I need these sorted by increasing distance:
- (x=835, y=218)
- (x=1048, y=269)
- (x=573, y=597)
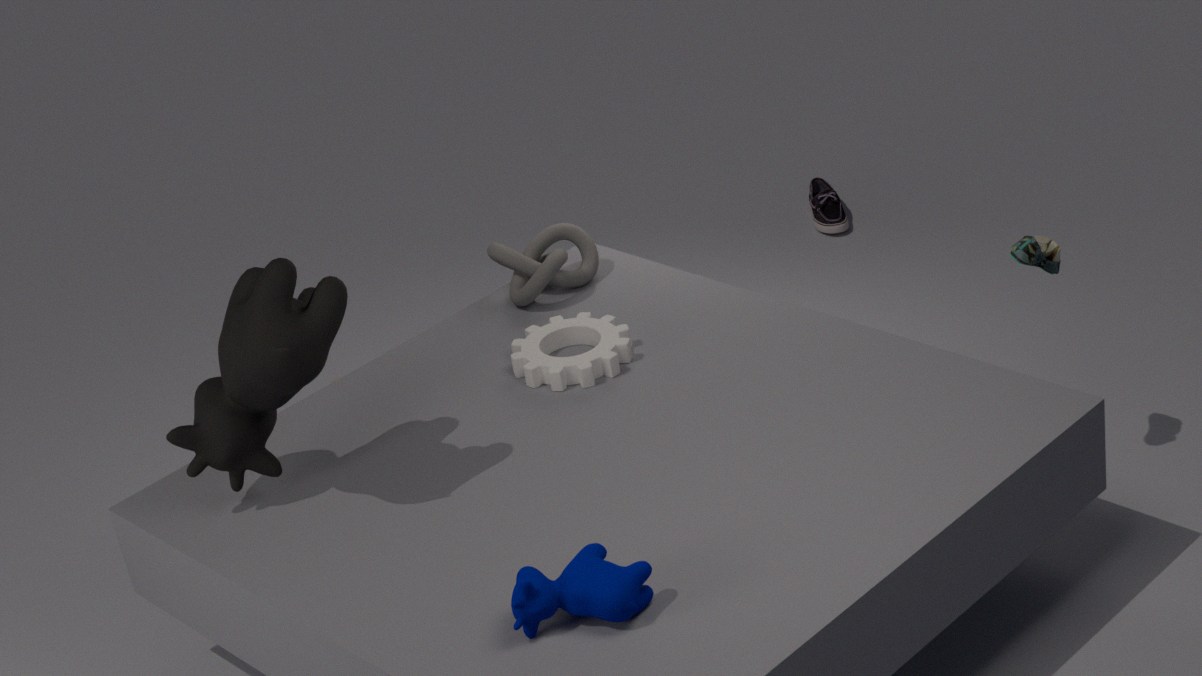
(x=573, y=597), (x=1048, y=269), (x=835, y=218)
